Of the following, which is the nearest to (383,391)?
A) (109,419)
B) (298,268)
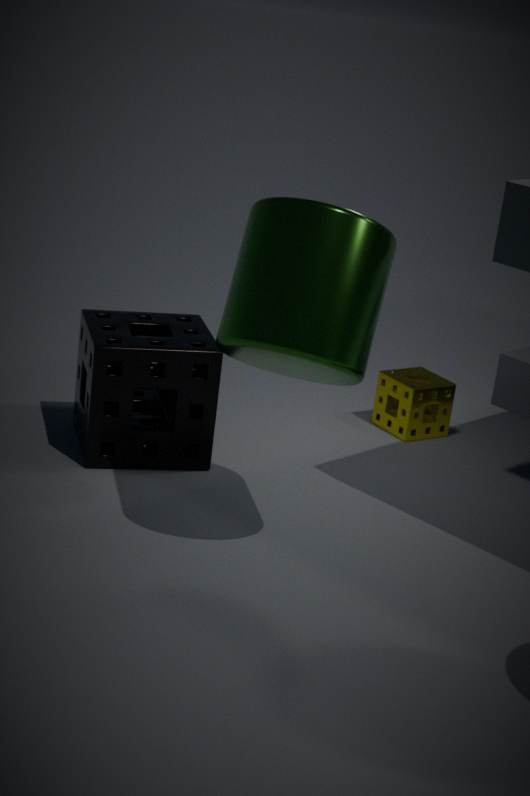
(109,419)
